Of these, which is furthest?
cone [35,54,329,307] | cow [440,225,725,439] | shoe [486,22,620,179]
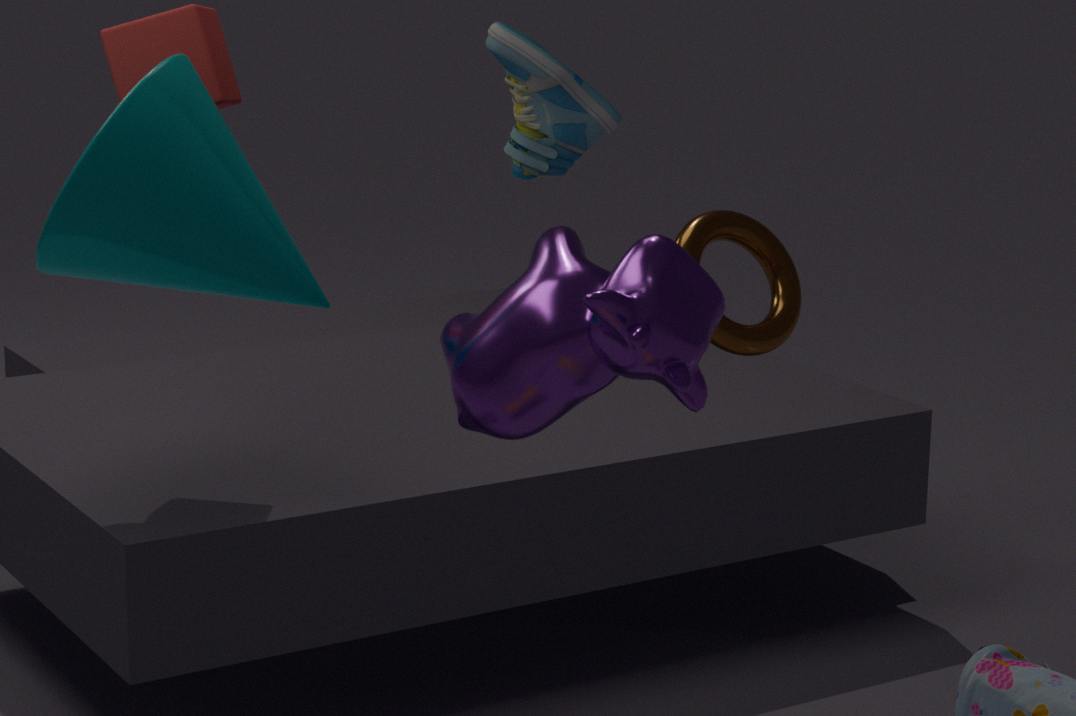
shoe [486,22,620,179]
